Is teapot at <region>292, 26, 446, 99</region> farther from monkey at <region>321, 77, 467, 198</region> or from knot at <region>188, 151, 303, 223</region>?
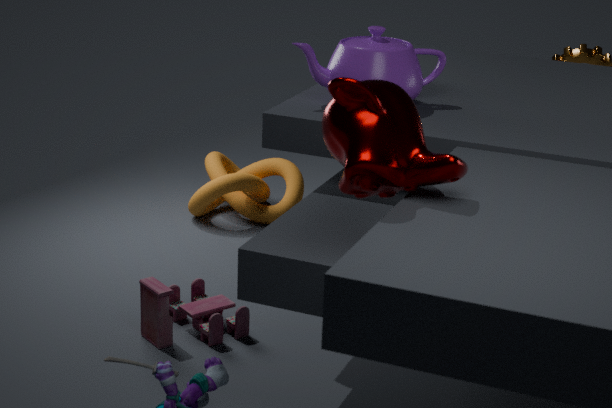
knot at <region>188, 151, 303, 223</region>
